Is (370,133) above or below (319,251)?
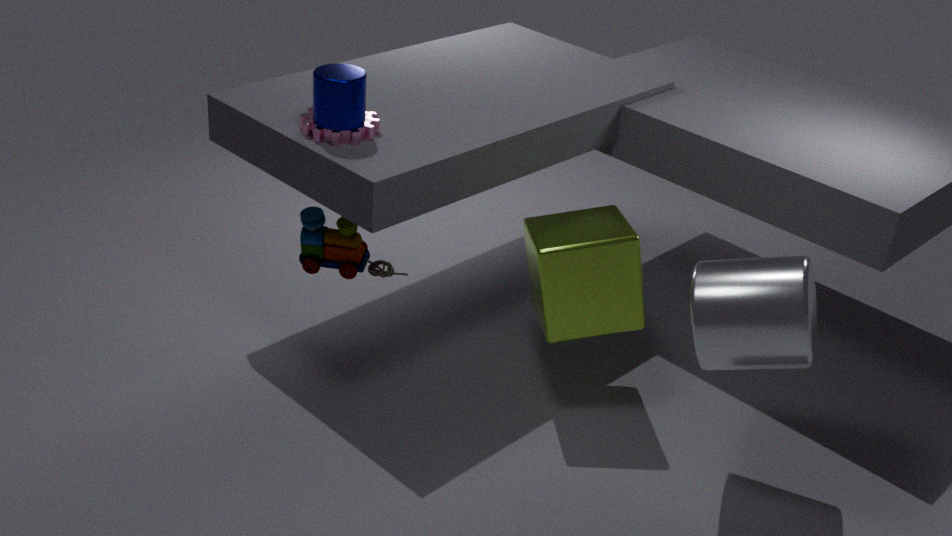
above
